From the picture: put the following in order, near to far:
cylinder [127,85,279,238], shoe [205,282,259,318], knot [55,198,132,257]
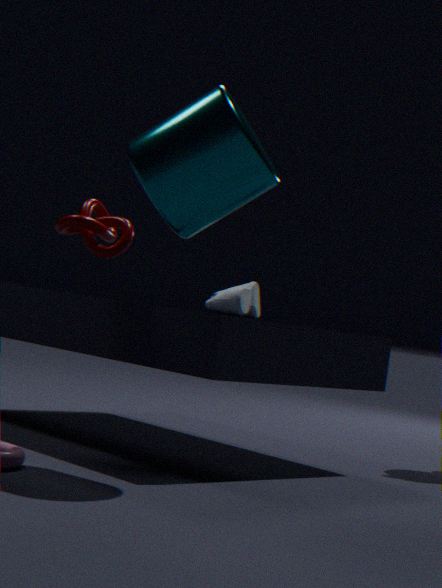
cylinder [127,85,279,238], knot [55,198,132,257], shoe [205,282,259,318]
